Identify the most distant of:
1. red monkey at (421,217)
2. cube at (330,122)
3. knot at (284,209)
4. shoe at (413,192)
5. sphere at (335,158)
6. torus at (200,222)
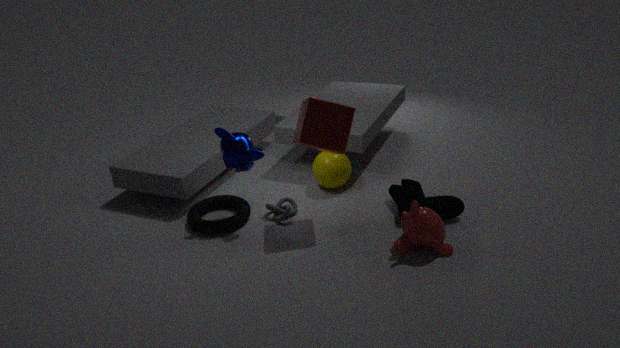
sphere at (335,158)
